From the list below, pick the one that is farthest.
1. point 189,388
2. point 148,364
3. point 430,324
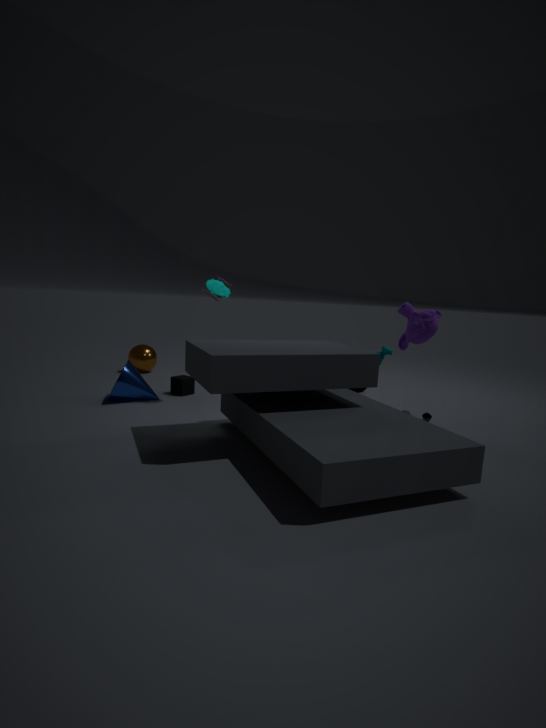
point 148,364
